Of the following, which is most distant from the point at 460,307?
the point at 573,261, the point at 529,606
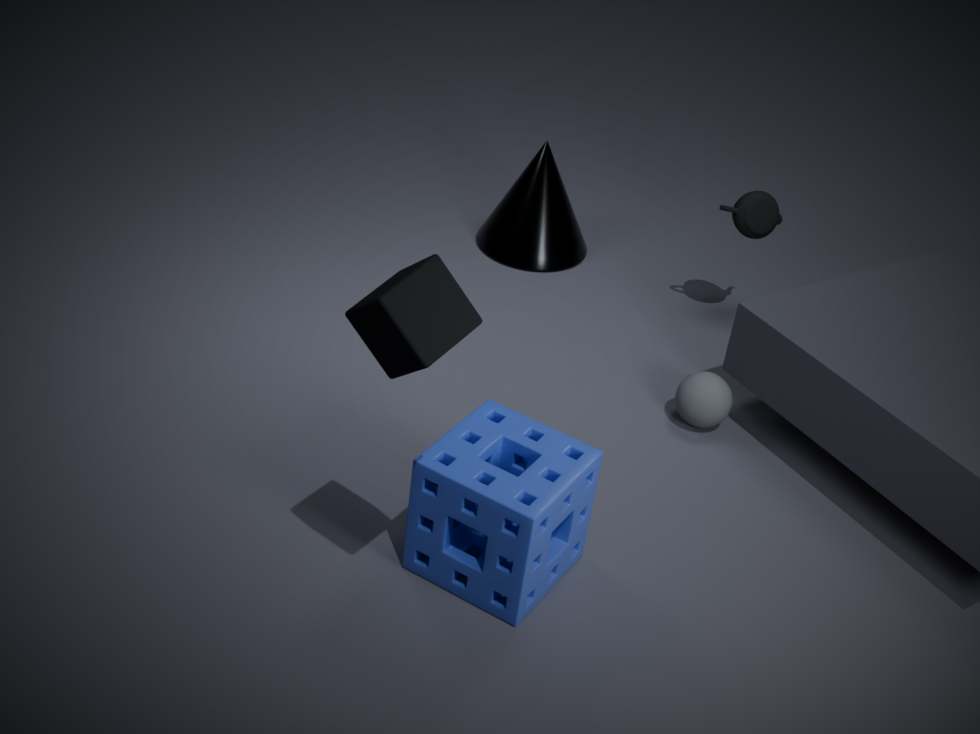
the point at 573,261
